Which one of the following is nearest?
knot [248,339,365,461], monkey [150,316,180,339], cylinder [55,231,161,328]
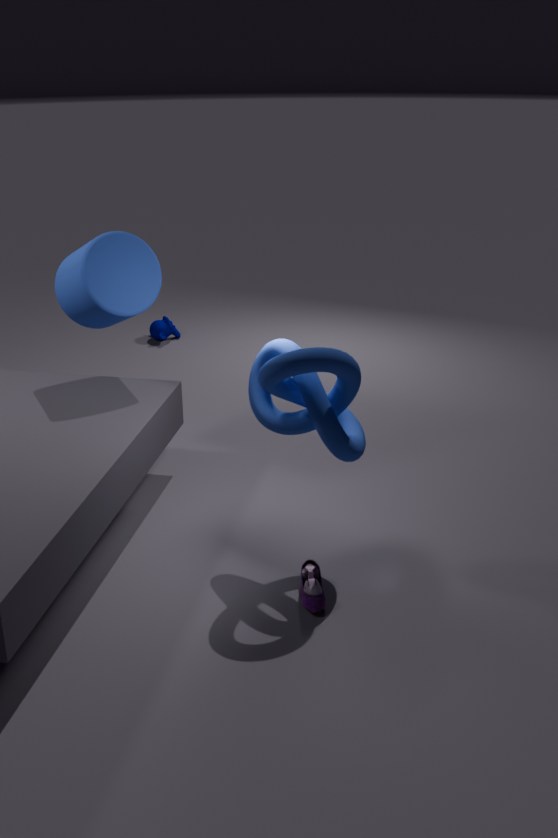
knot [248,339,365,461]
